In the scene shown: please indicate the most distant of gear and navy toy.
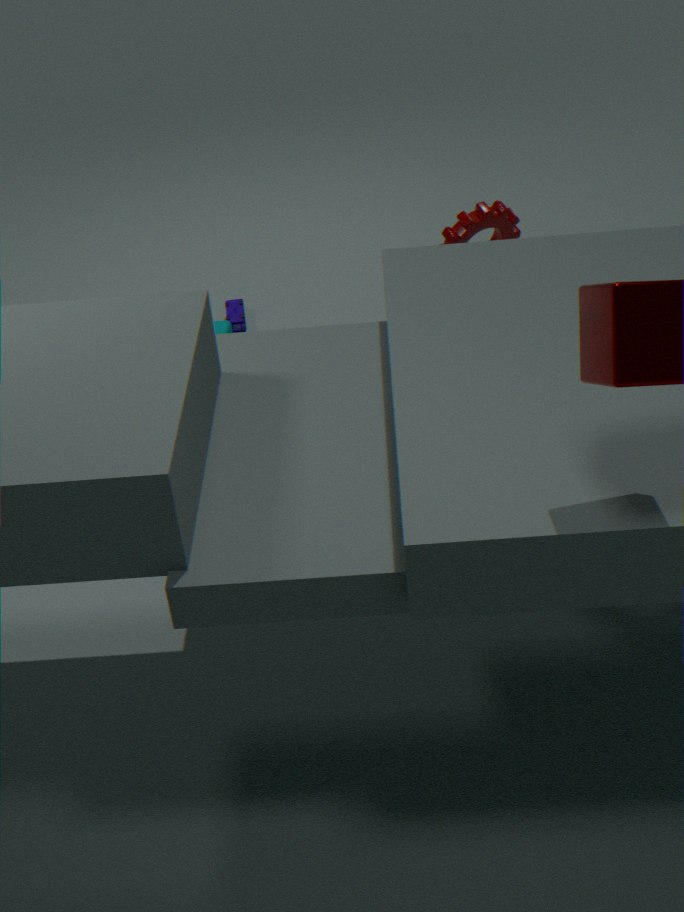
navy toy
